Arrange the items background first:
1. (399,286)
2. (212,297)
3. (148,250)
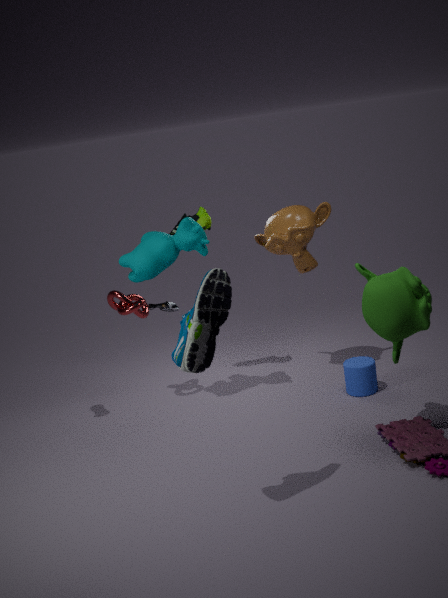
(148,250)
(399,286)
(212,297)
